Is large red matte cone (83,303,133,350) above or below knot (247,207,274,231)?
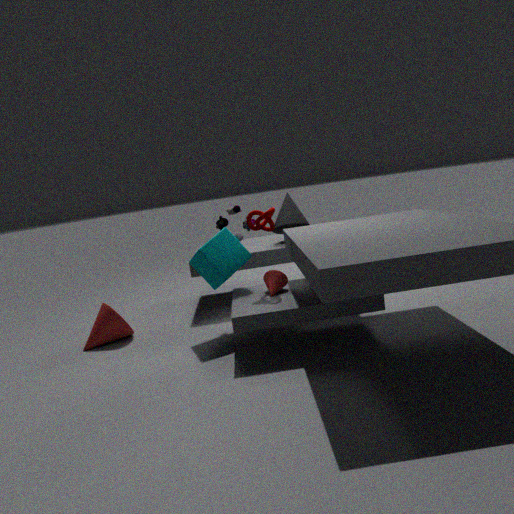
below
